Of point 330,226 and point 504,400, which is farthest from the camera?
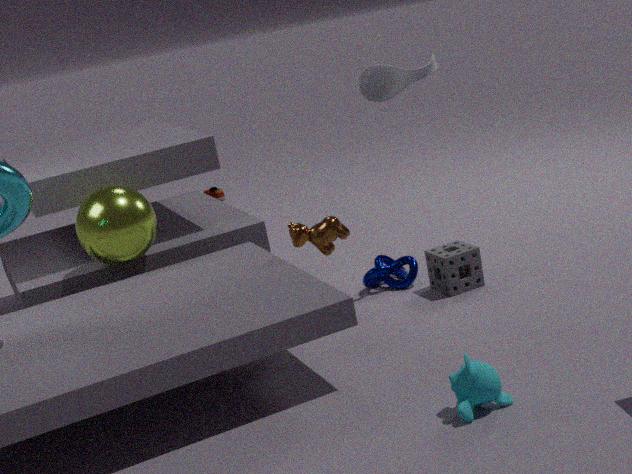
point 330,226
